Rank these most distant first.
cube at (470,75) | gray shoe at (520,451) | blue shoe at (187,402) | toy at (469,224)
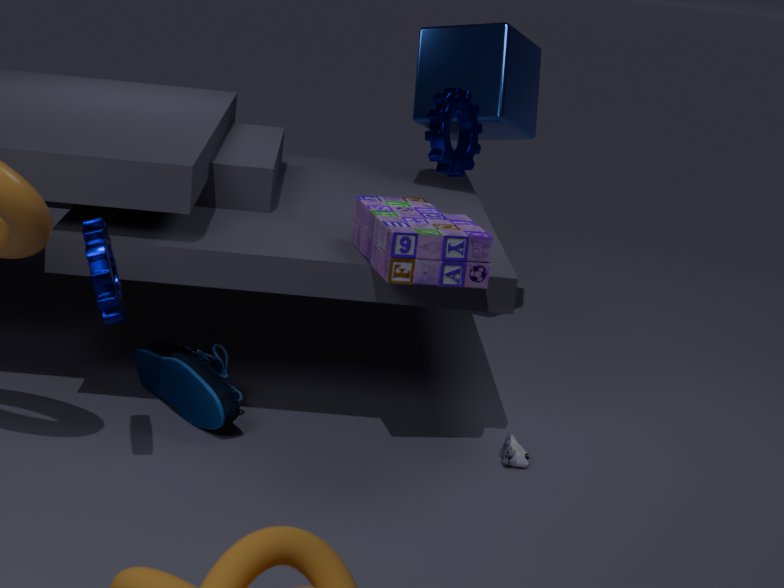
1. cube at (470,75)
2. gray shoe at (520,451)
3. blue shoe at (187,402)
4. toy at (469,224)
